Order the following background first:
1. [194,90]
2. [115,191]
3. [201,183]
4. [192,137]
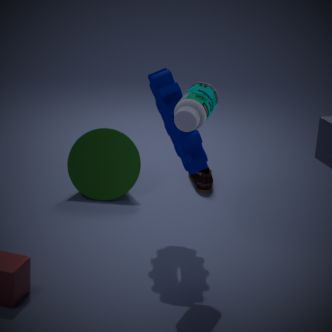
[201,183] < [115,191] < [192,137] < [194,90]
